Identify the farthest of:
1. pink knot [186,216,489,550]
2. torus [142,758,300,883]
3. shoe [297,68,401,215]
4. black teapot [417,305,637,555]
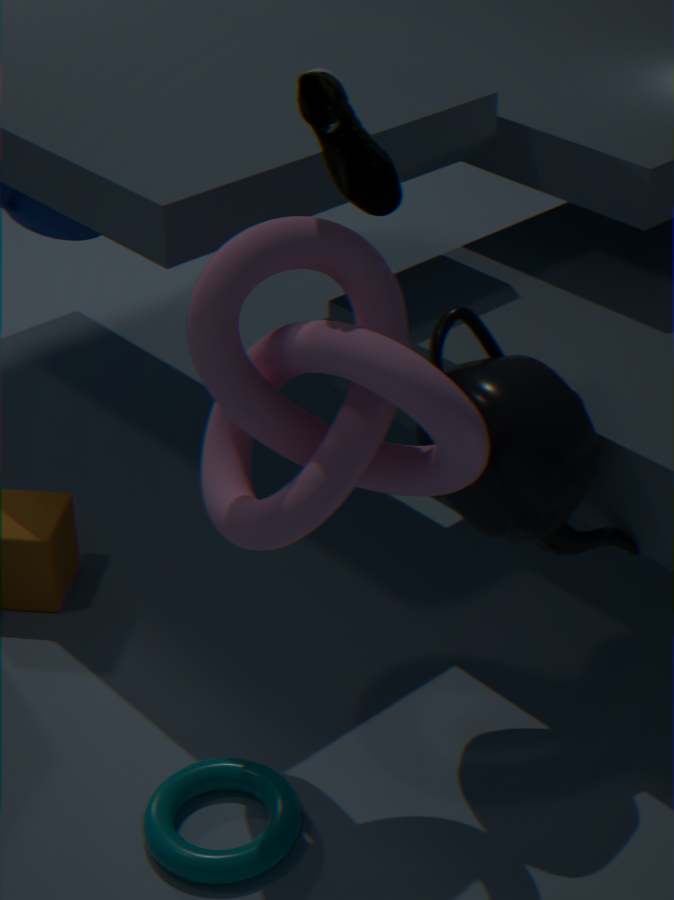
torus [142,758,300,883]
